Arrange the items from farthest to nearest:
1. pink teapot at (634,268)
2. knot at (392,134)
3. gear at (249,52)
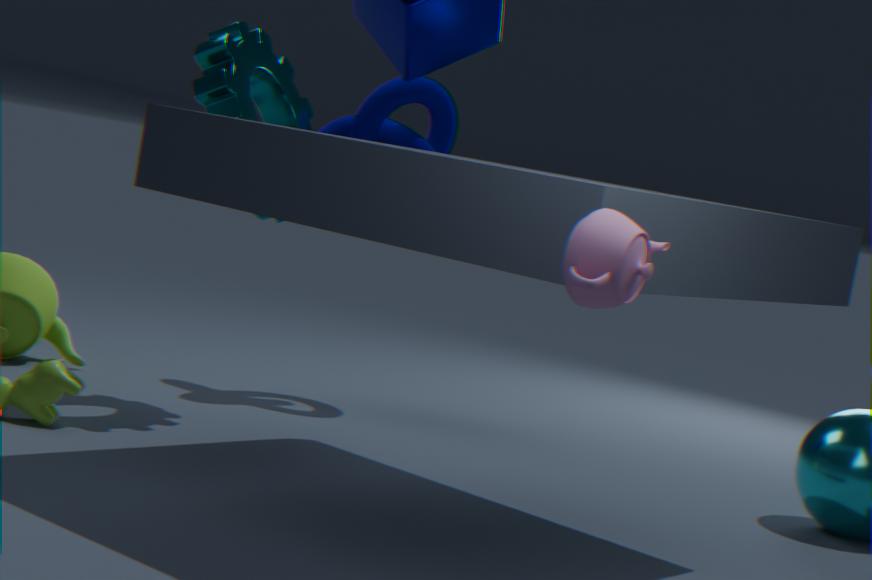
knot at (392,134) → gear at (249,52) → pink teapot at (634,268)
